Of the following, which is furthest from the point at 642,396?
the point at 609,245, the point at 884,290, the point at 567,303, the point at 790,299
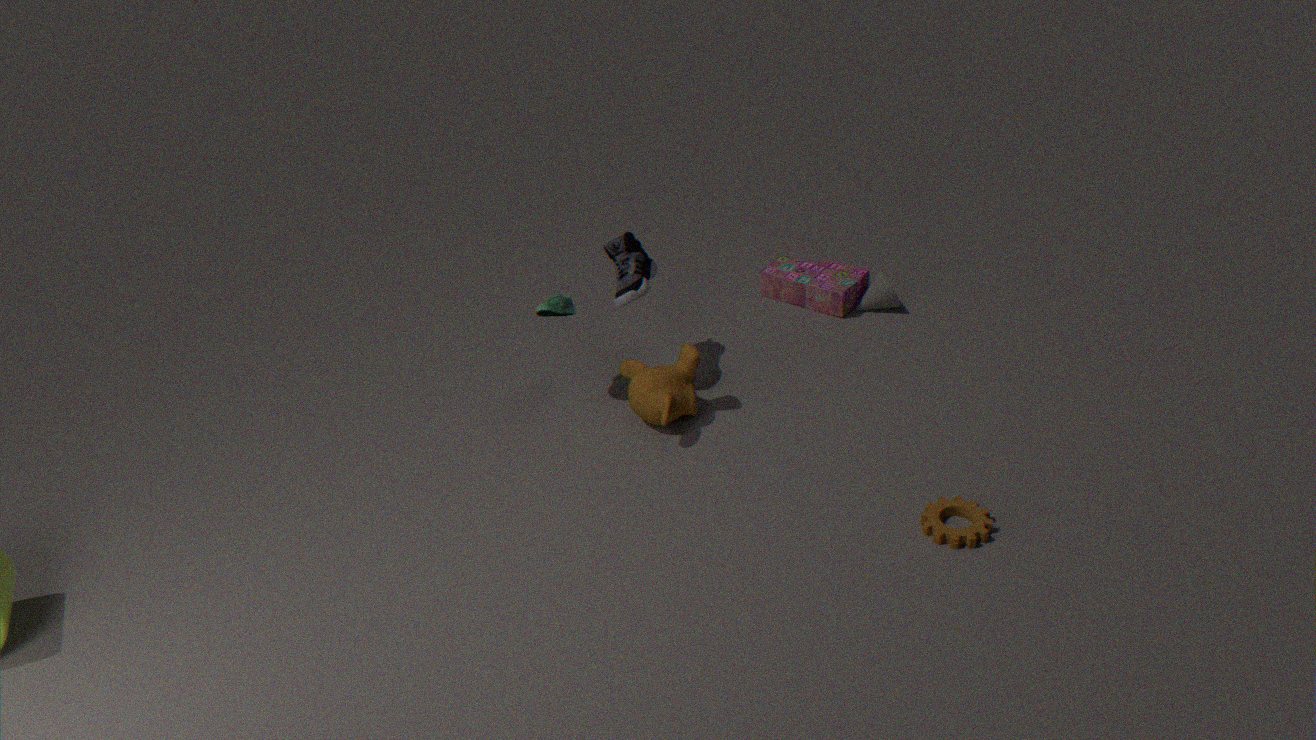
the point at 884,290
